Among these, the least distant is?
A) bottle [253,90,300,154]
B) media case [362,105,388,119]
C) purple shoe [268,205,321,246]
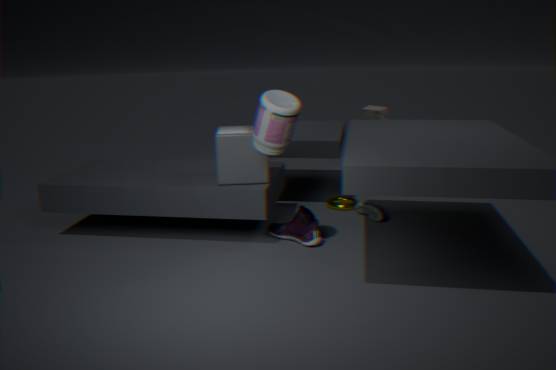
bottle [253,90,300,154]
